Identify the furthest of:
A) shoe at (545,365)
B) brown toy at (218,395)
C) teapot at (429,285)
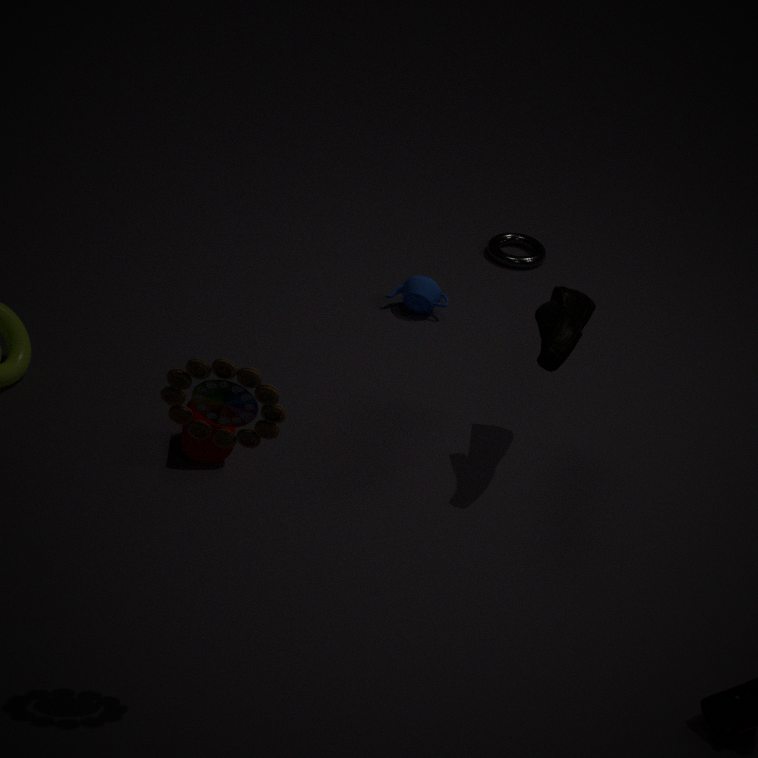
teapot at (429,285)
